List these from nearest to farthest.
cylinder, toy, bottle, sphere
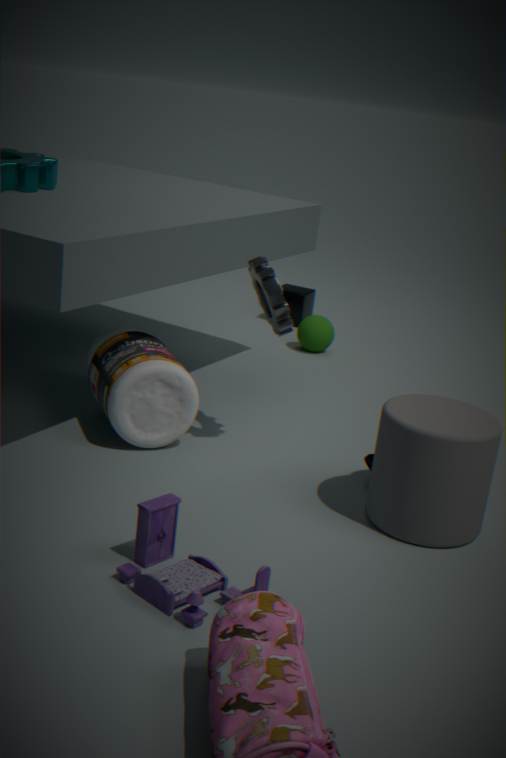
1. toy
2. cylinder
3. bottle
4. sphere
